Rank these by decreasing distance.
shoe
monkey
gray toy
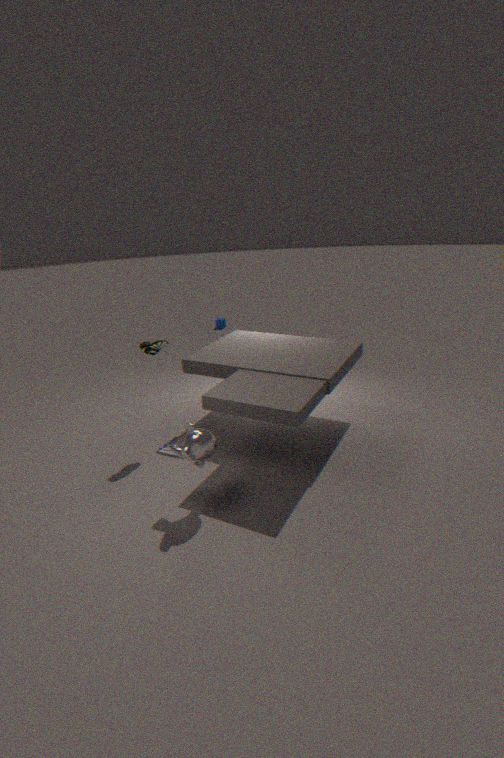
gray toy
shoe
monkey
